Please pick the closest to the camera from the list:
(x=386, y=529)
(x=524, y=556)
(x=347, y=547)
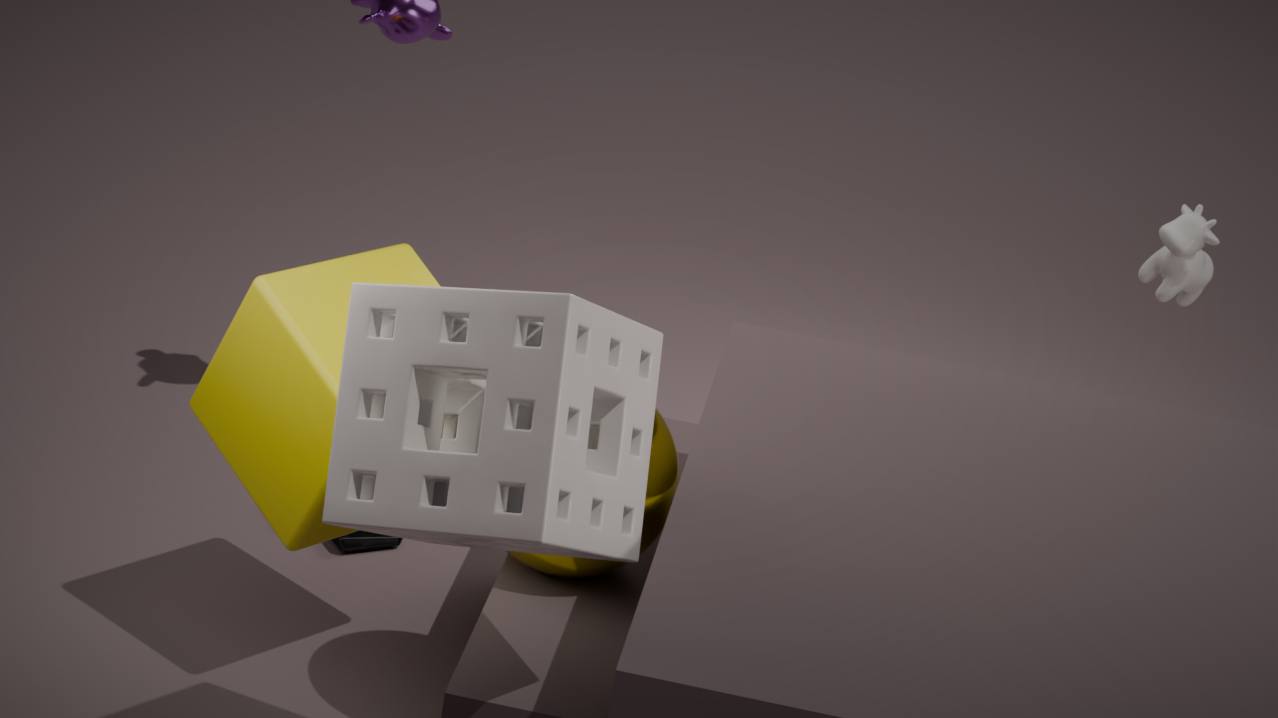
(x=386, y=529)
